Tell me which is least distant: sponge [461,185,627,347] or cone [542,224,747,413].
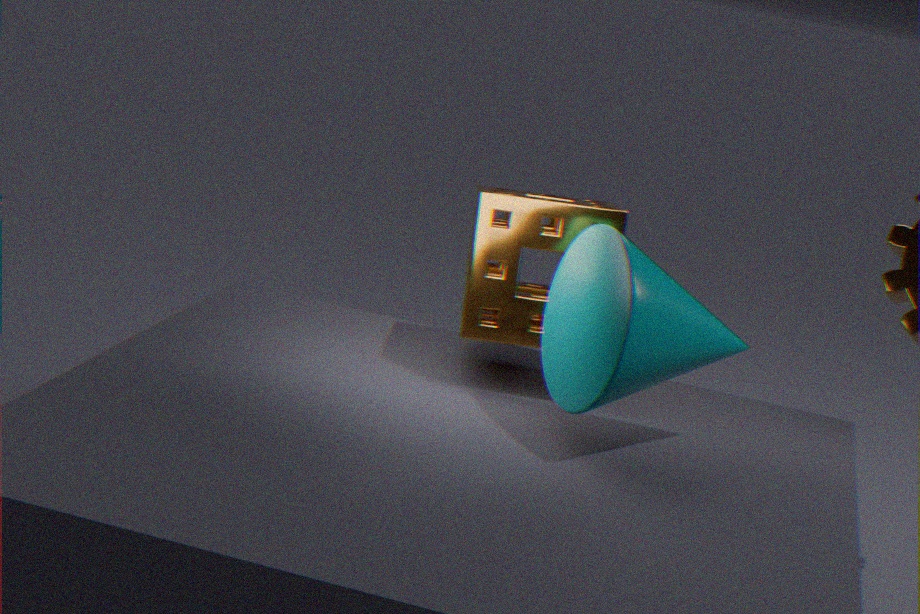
cone [542,224,747,413]
